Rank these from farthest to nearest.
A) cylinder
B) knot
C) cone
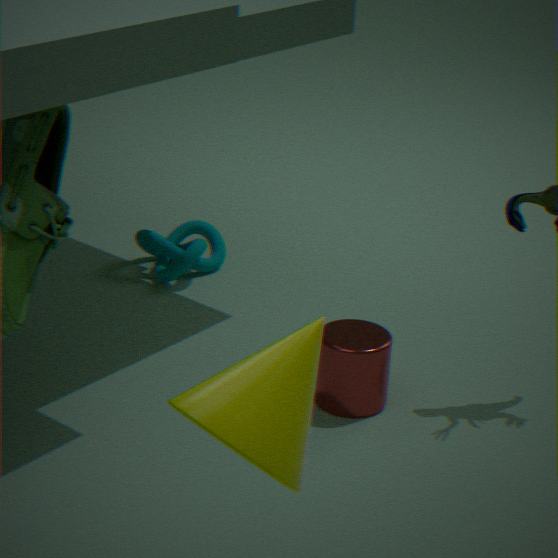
knot → cylinder → cone
